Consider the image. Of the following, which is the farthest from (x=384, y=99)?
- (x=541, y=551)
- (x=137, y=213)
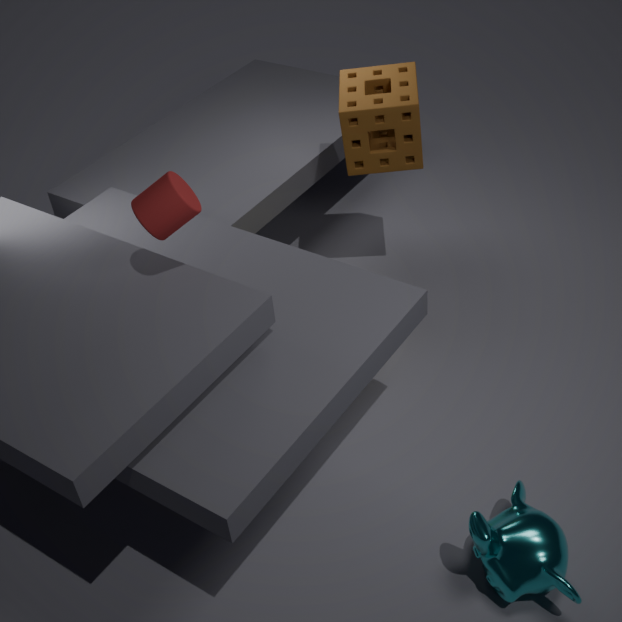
(x=541, y=551)
